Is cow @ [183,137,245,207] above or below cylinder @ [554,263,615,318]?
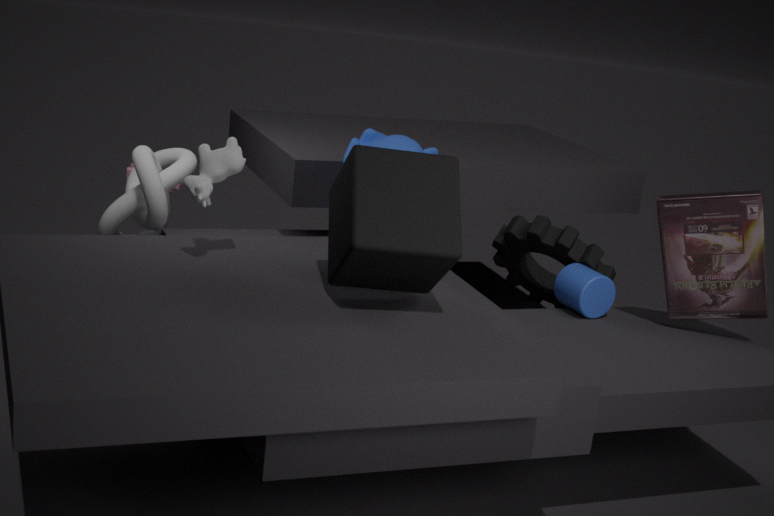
above
